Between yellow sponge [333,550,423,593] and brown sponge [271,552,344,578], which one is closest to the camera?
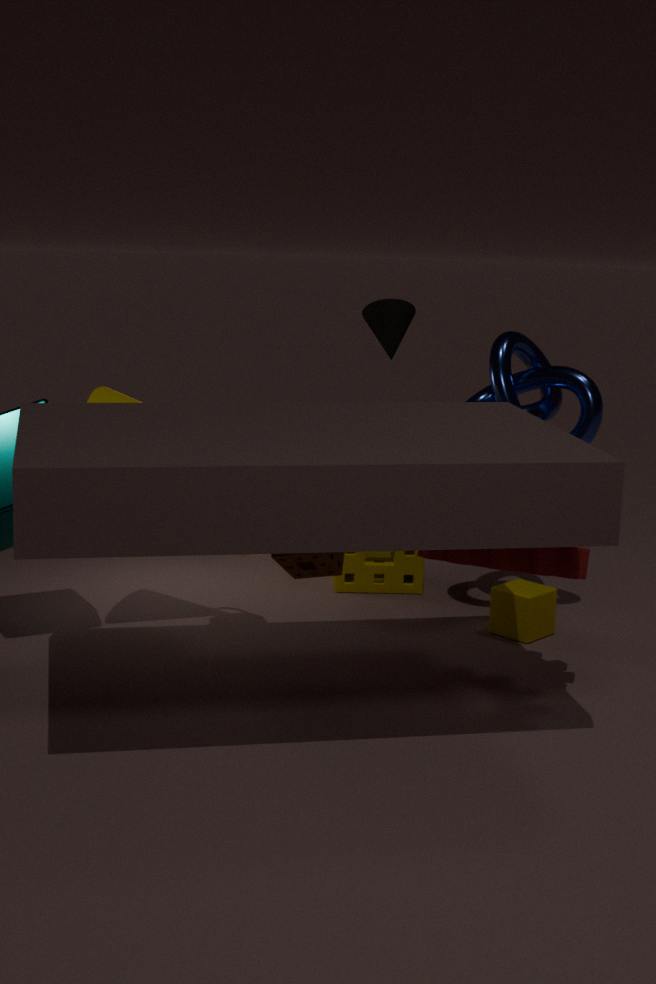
brown sponge [271,552,344,578]
